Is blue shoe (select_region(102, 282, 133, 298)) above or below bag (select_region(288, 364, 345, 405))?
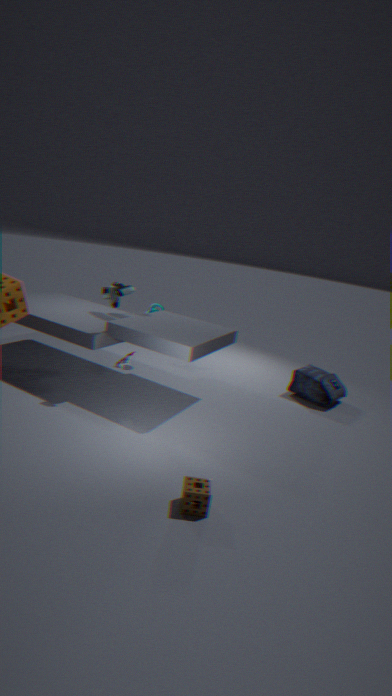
above
